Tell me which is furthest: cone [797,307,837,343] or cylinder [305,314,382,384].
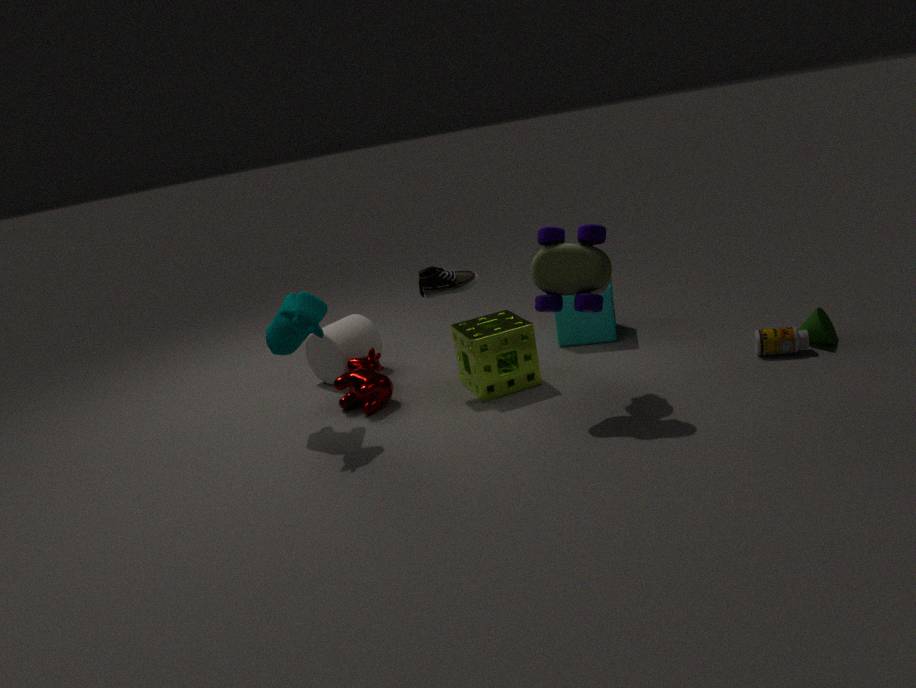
cylinder [305,314,382,384]
